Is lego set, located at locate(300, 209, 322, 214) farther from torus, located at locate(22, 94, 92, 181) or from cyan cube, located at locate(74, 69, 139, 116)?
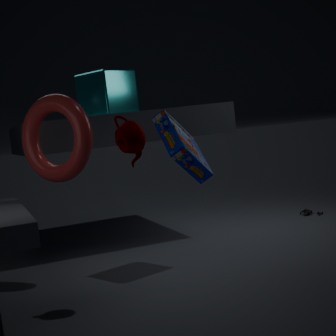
torus, located at locate(22, 94, 92, 181)
